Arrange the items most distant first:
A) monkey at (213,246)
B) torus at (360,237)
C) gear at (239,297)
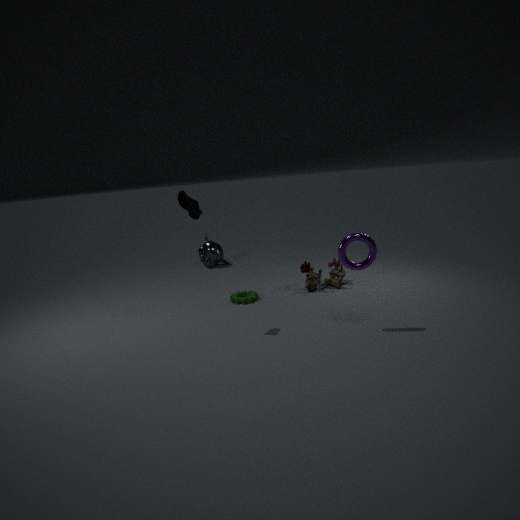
monkey at (213,246) < gear at (239,297) < torus at (360,237)
